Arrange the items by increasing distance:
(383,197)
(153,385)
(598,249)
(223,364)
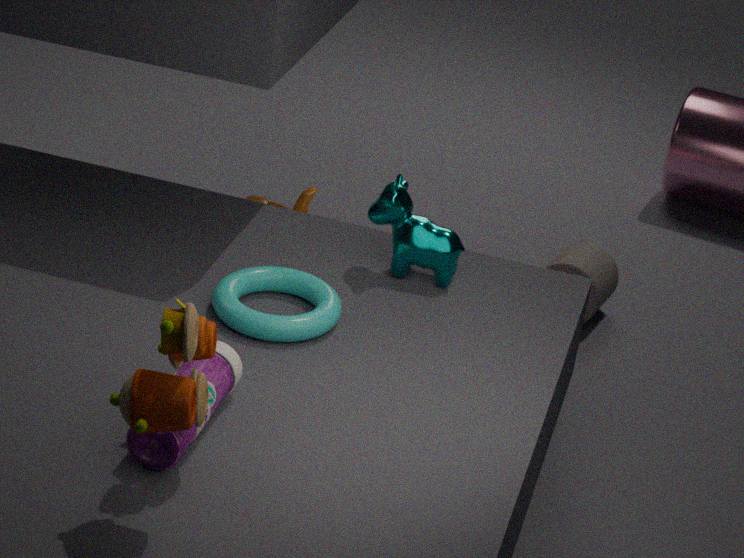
1. (153,385)
2. (223,364)
3. (383,197)
4. (598,249)
